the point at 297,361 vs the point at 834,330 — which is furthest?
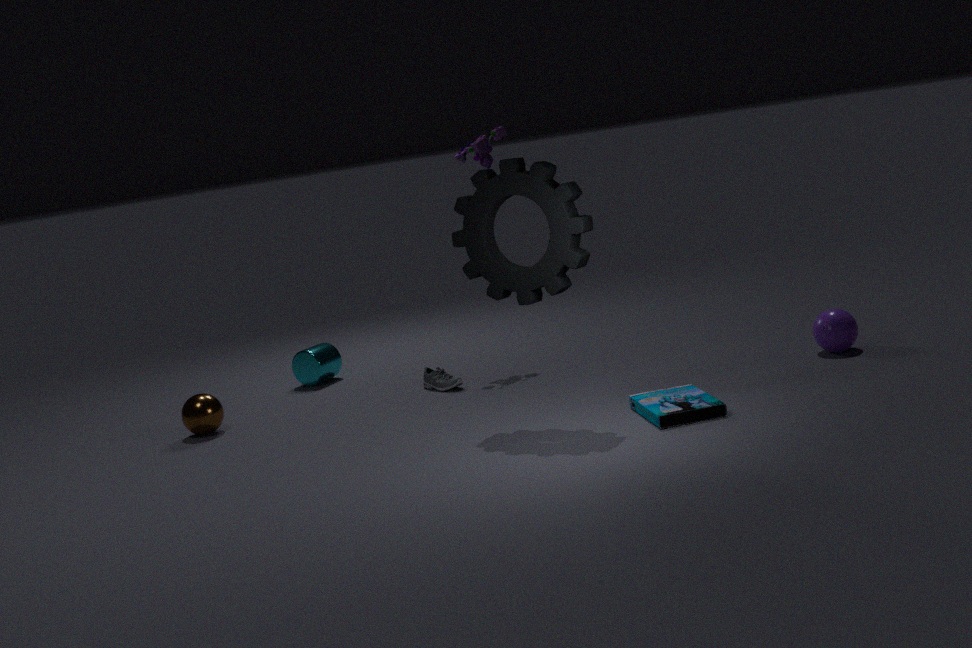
the point at 297,361
